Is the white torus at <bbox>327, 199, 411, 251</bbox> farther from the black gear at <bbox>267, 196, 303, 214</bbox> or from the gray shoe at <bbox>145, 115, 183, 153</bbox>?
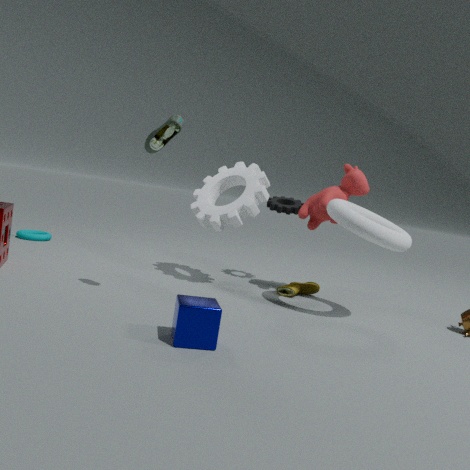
the gray shoe at <bbox>145, 115, 183, 153</bbox>
